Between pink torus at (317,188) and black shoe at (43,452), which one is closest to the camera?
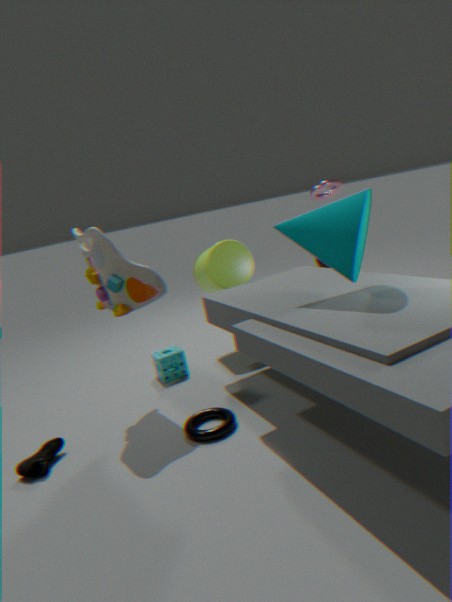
black shoe at (43,452)
